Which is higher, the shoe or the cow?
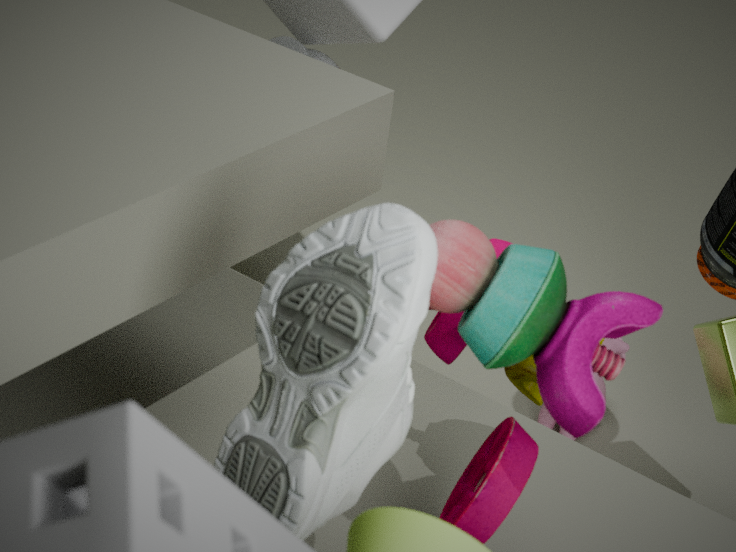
the shoe
